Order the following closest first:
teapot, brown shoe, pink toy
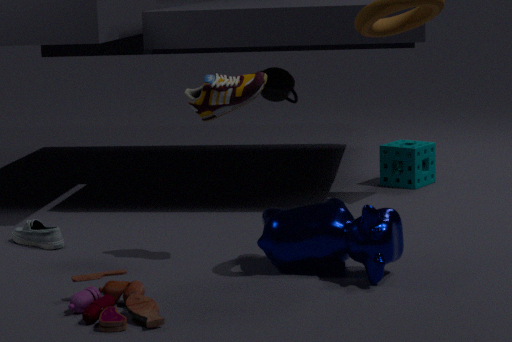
pink toy, brown shoe, teapot
